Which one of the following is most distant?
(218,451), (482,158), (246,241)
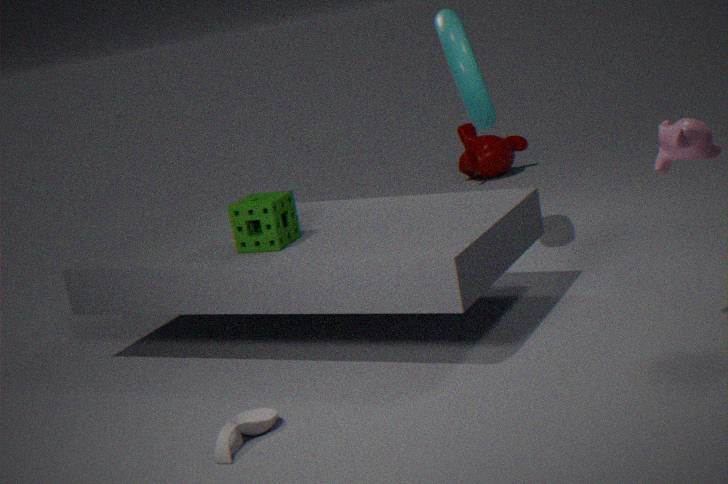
(482,158)
